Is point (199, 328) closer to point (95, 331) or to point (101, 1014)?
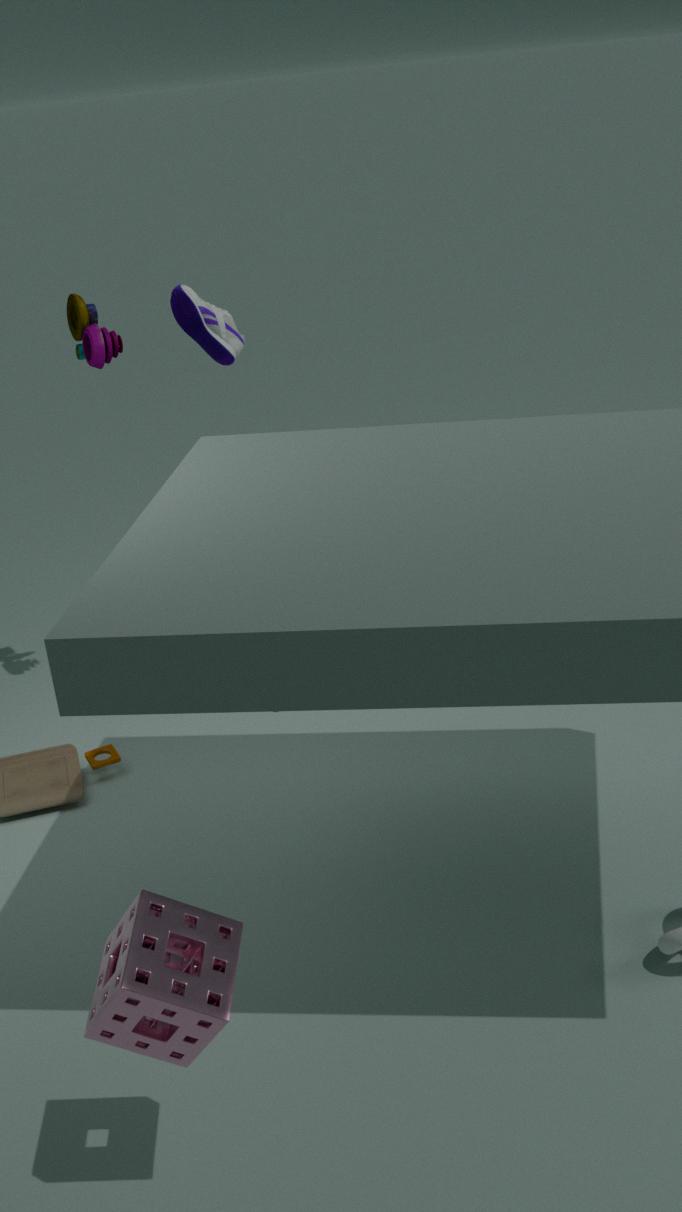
point (95, 331)
